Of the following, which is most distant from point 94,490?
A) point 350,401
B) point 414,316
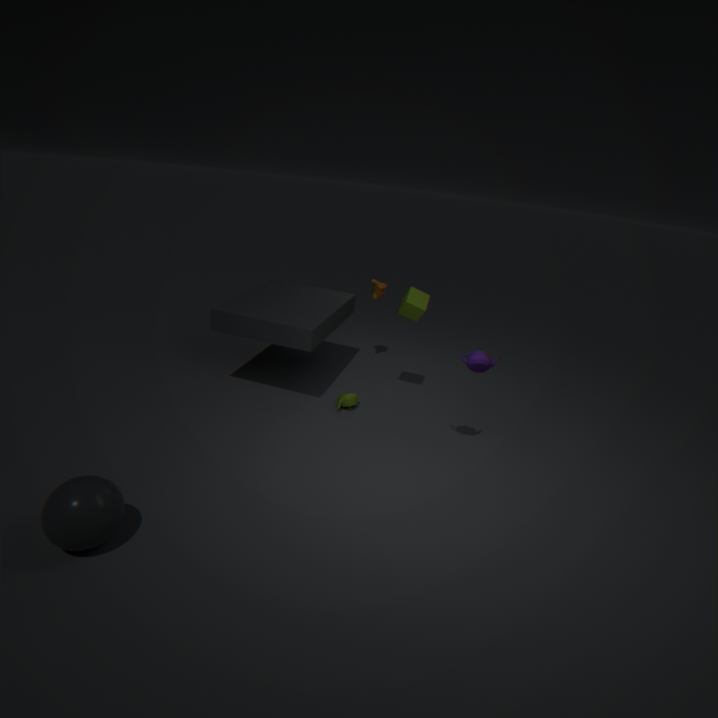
point 414,316
